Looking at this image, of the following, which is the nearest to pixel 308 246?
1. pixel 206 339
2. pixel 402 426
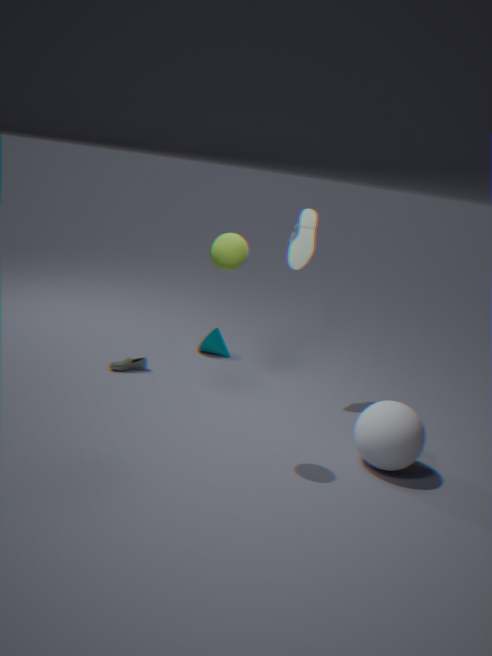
pixel 206 339
